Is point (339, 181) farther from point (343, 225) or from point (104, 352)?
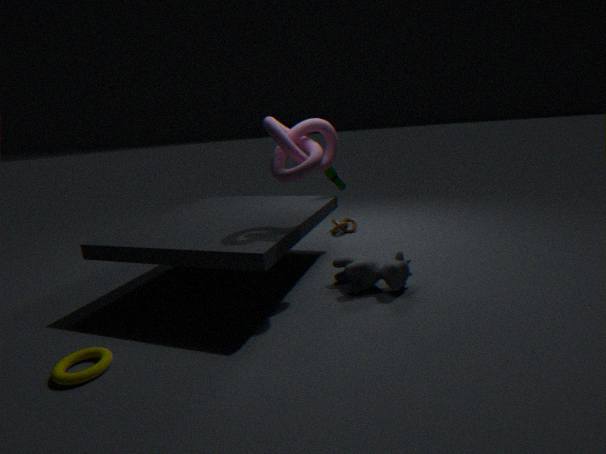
point (104, 352)
